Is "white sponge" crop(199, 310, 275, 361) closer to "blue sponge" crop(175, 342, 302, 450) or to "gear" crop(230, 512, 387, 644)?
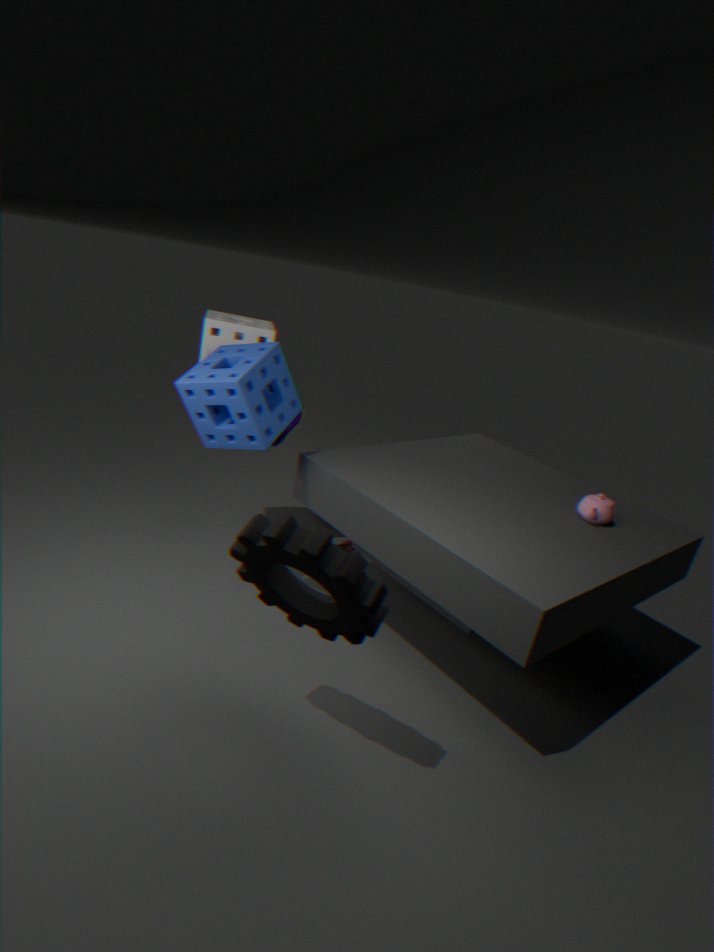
"blue sponge" crop(175, 342, 302, 450)
